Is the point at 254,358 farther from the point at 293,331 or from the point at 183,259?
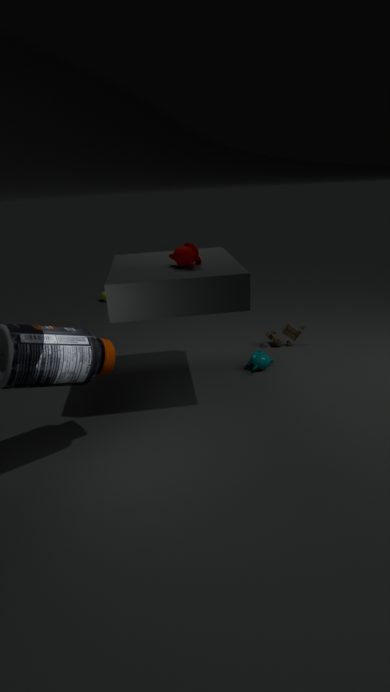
the point at 183,259
